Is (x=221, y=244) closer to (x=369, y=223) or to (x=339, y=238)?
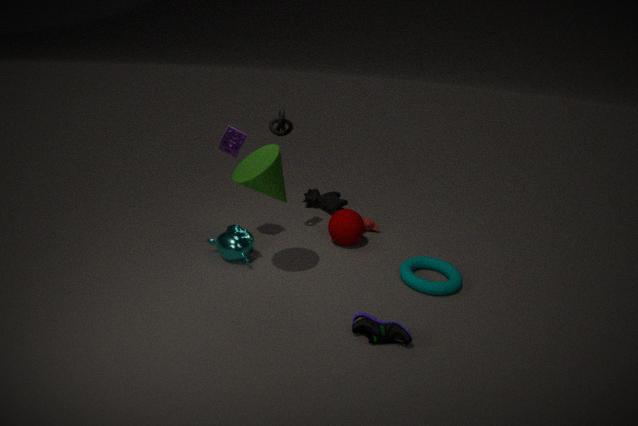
(x=339, y=238)
